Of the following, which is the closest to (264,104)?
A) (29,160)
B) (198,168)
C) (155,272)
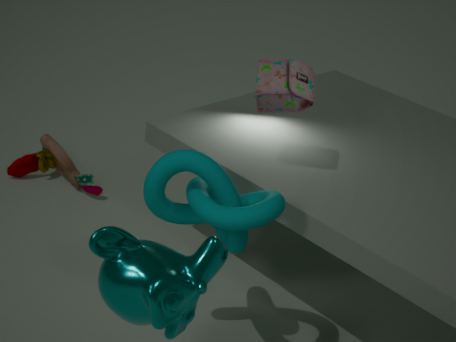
(198,168)
